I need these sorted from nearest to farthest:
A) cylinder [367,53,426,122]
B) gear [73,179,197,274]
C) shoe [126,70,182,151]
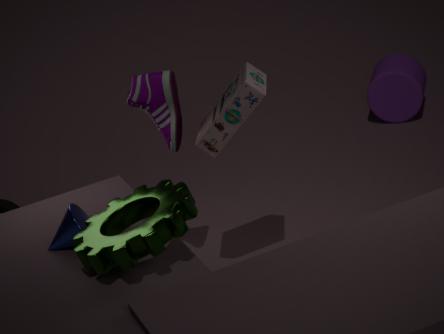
gear [73,179,197,274]
shoe [126,70,182,151]
cylinder [367,53,426,122]
